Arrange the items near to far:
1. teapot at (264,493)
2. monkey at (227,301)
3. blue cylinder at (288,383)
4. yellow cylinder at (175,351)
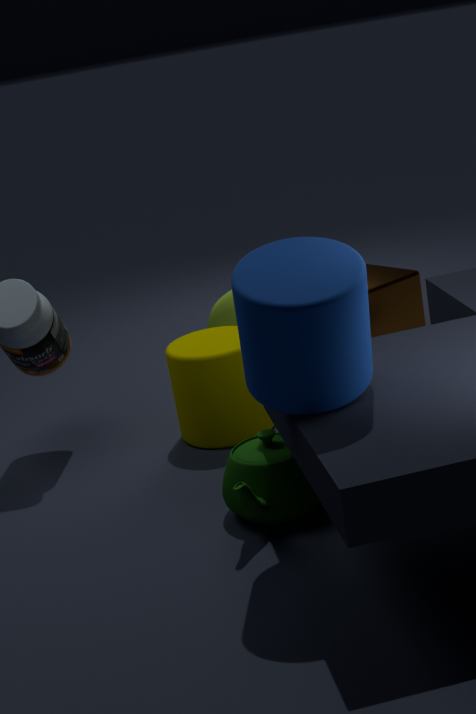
1. blue cylinder at (288,383)
2. teapot at (264,493)
3. yellow cylinder at (175,351)
4. monkey at (227,301)
